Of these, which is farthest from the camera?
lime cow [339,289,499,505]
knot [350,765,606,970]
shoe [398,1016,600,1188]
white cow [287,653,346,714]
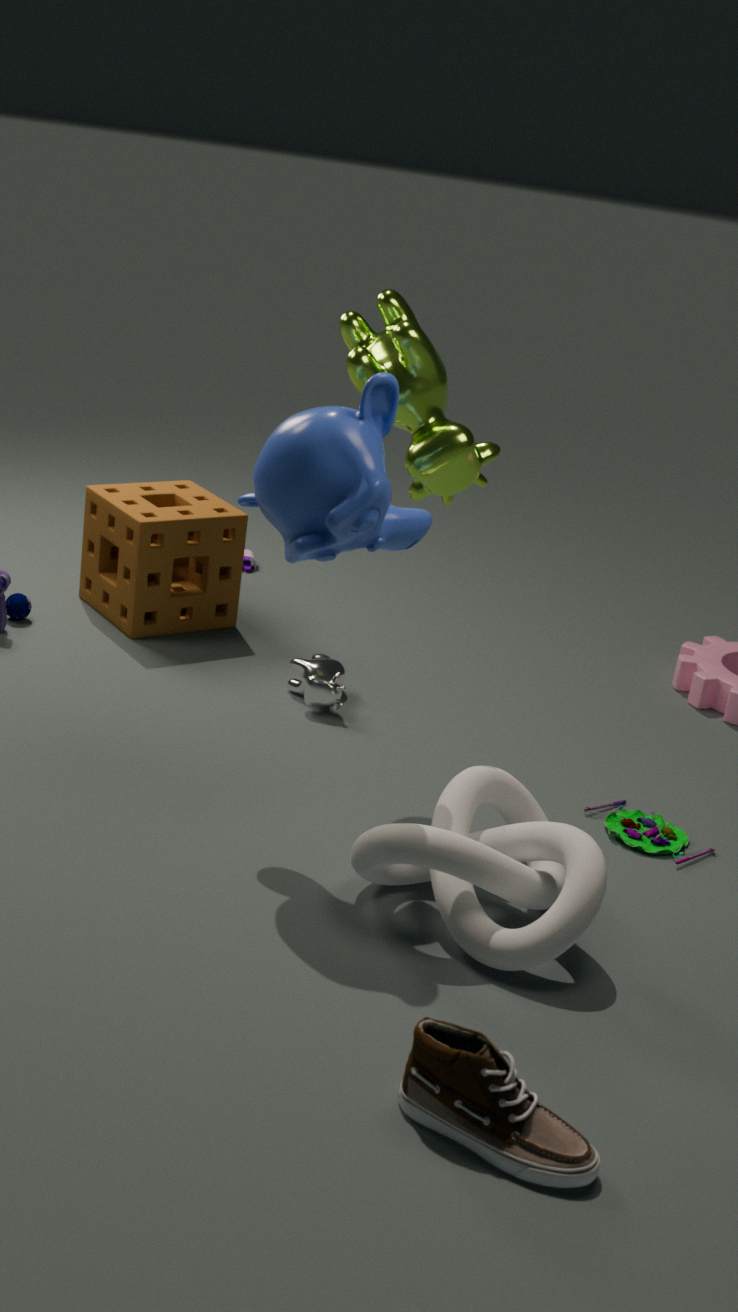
white cow [287,653,346,714]
